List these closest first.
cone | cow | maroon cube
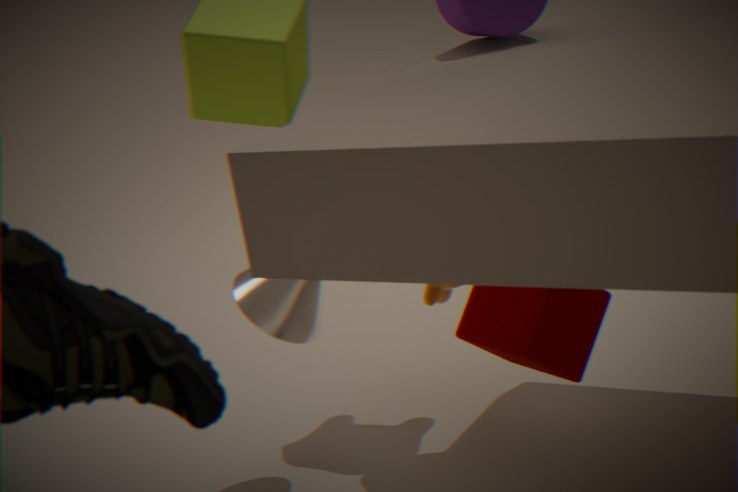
maroon cube
cone
cow
